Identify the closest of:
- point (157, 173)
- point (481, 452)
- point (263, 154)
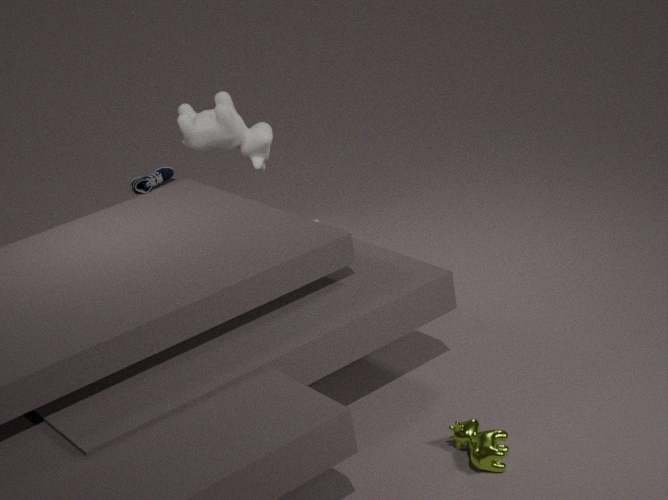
point (481, 452)
